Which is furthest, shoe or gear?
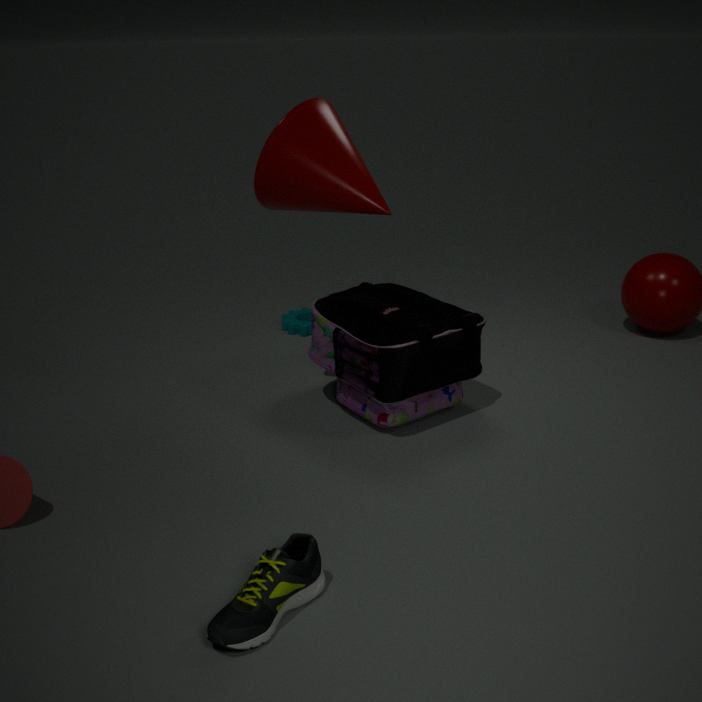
gear
